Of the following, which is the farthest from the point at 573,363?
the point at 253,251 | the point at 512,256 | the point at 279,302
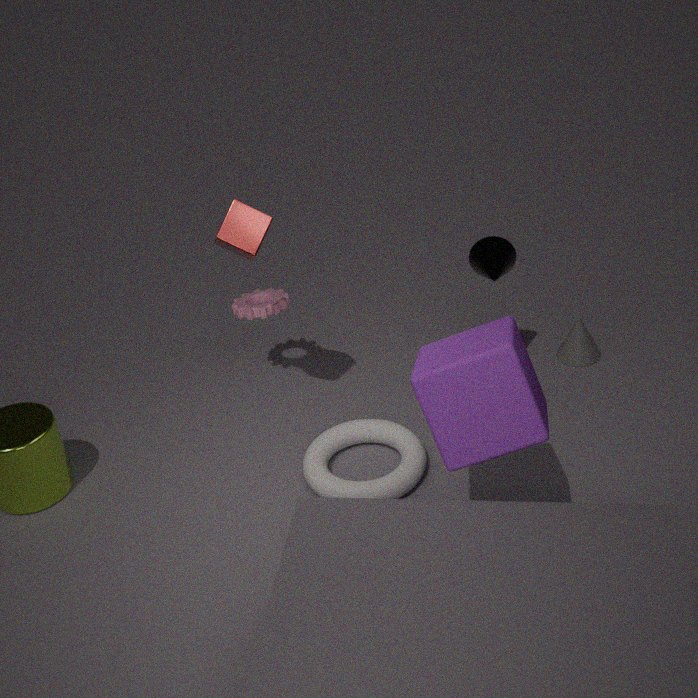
the point at 253,251
